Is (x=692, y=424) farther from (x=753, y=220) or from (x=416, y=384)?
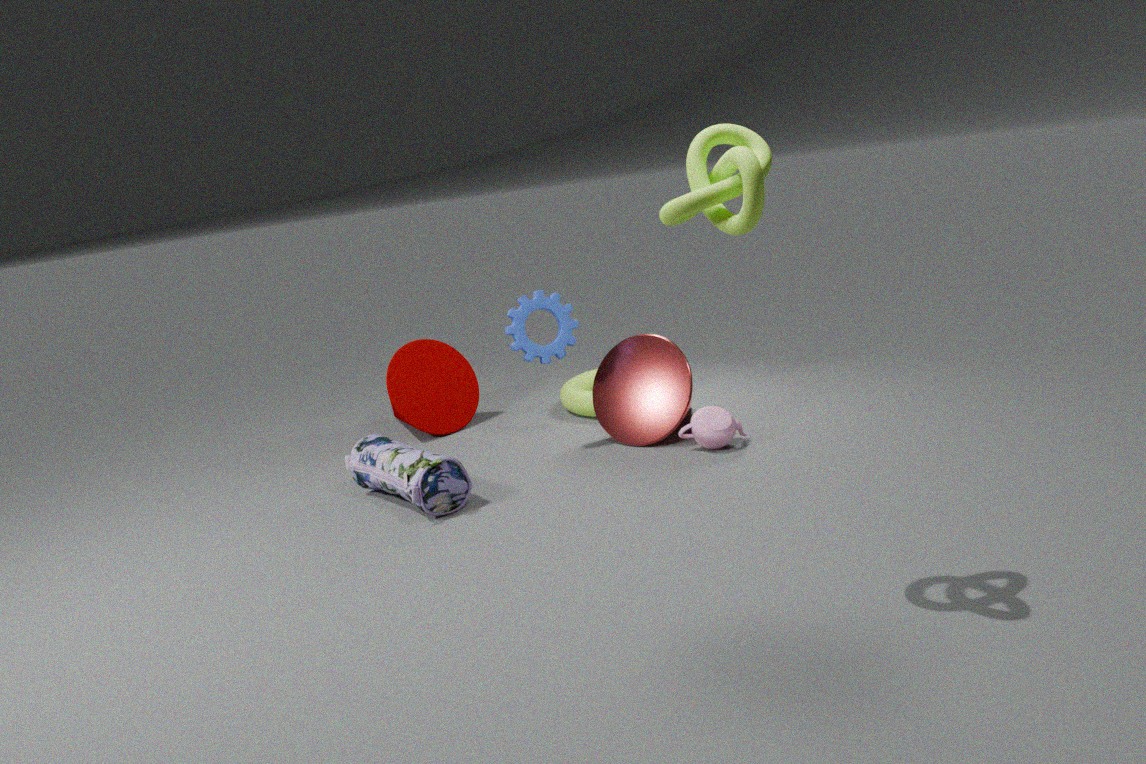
(x=753, y=220)
